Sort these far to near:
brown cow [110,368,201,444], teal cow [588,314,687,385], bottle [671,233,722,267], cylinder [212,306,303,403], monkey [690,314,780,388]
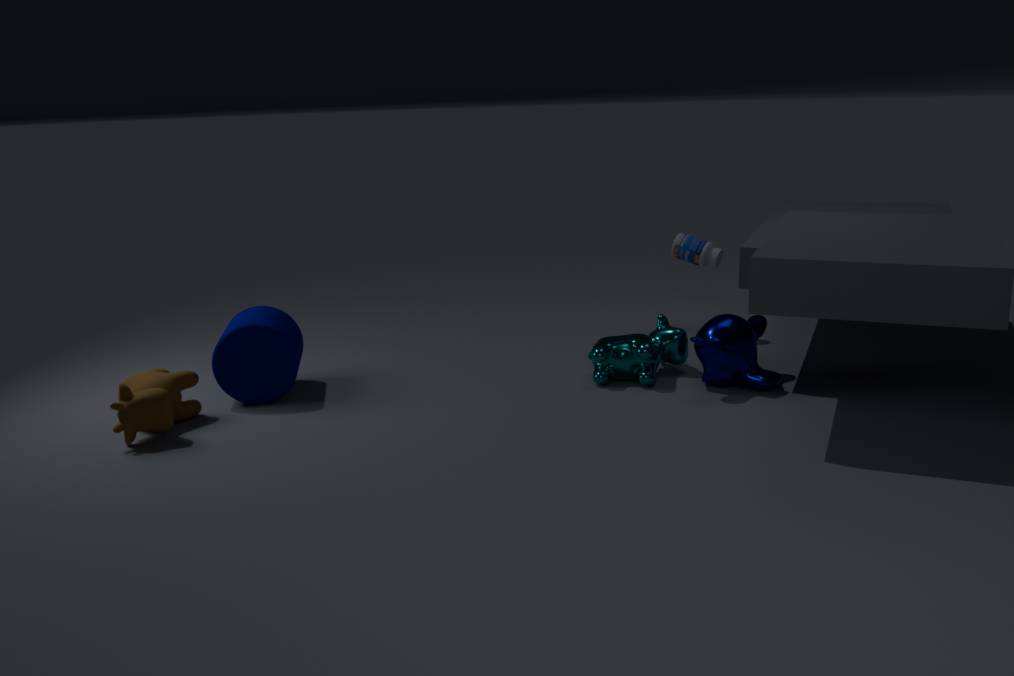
1. bottle [671,233,722,267]
2. teal cow [588,314,687,385]
3. monkey [690,314,780,388]
4. cylinder [212,306,303,403]
5. brown cow [110,368,201,444]
